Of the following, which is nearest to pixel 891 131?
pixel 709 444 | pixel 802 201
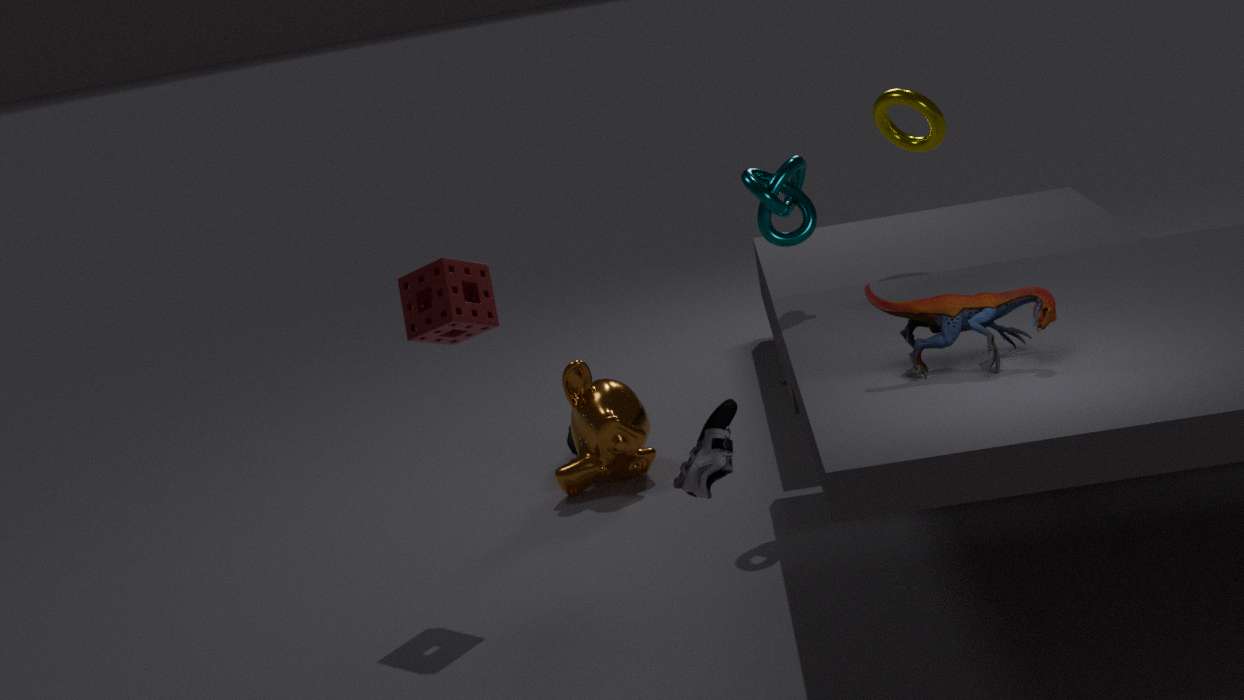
pixel 802 201
